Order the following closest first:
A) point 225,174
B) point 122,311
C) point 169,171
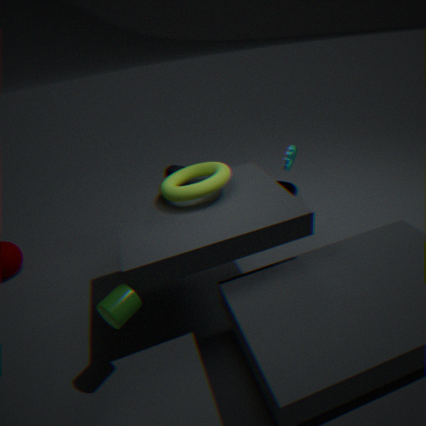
point 122,311
point 225,174
point 169,171
